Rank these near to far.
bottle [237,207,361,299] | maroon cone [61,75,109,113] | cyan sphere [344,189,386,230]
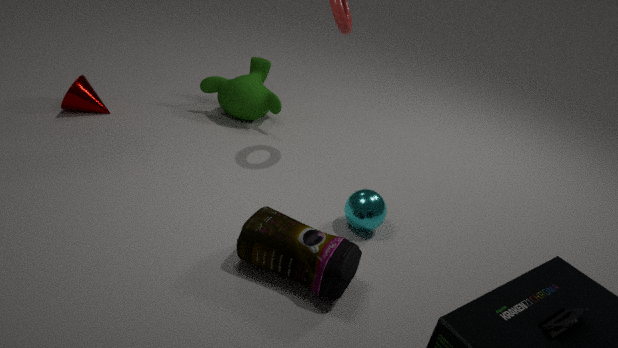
1. bottle [237,207,361,299]
2. cyan sphere [344,189,386,230]
3. maroon cone [61,75,109,113]
